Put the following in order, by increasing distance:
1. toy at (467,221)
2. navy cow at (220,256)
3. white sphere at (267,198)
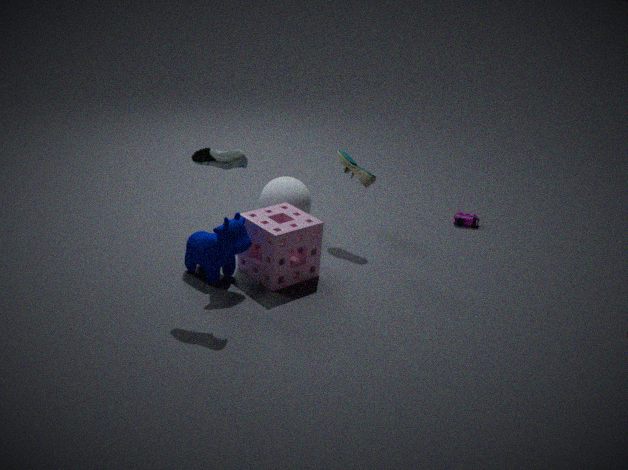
navy cow at (220,256), white sphere at (267,198), toy at (467,221)
